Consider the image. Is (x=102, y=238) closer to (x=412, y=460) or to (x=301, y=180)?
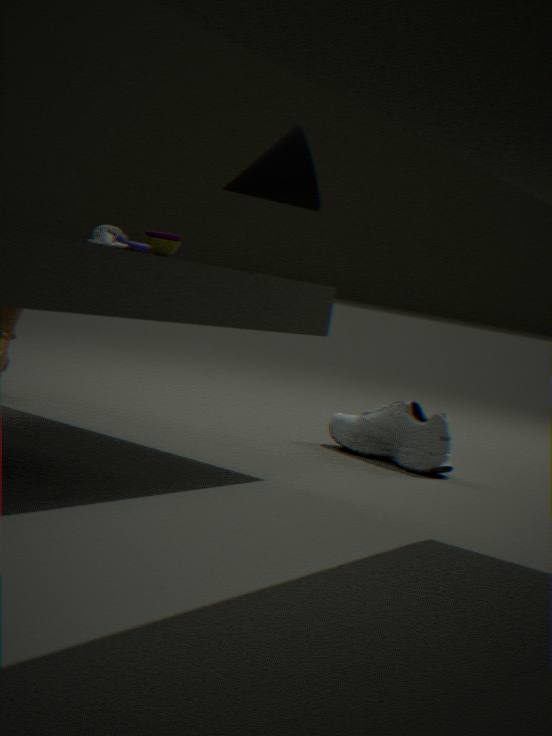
(x=301, y=180)
